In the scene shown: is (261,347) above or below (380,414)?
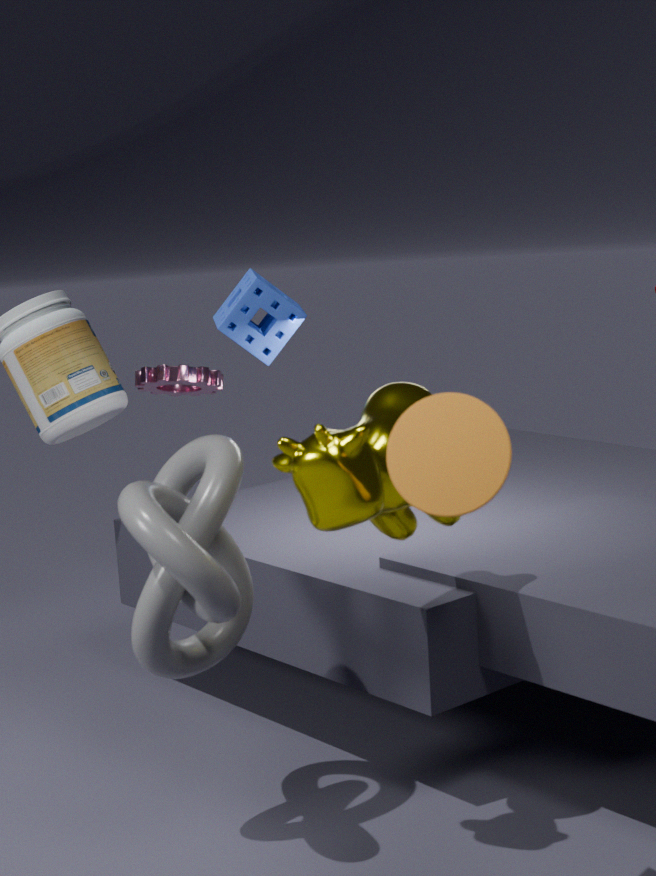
above
